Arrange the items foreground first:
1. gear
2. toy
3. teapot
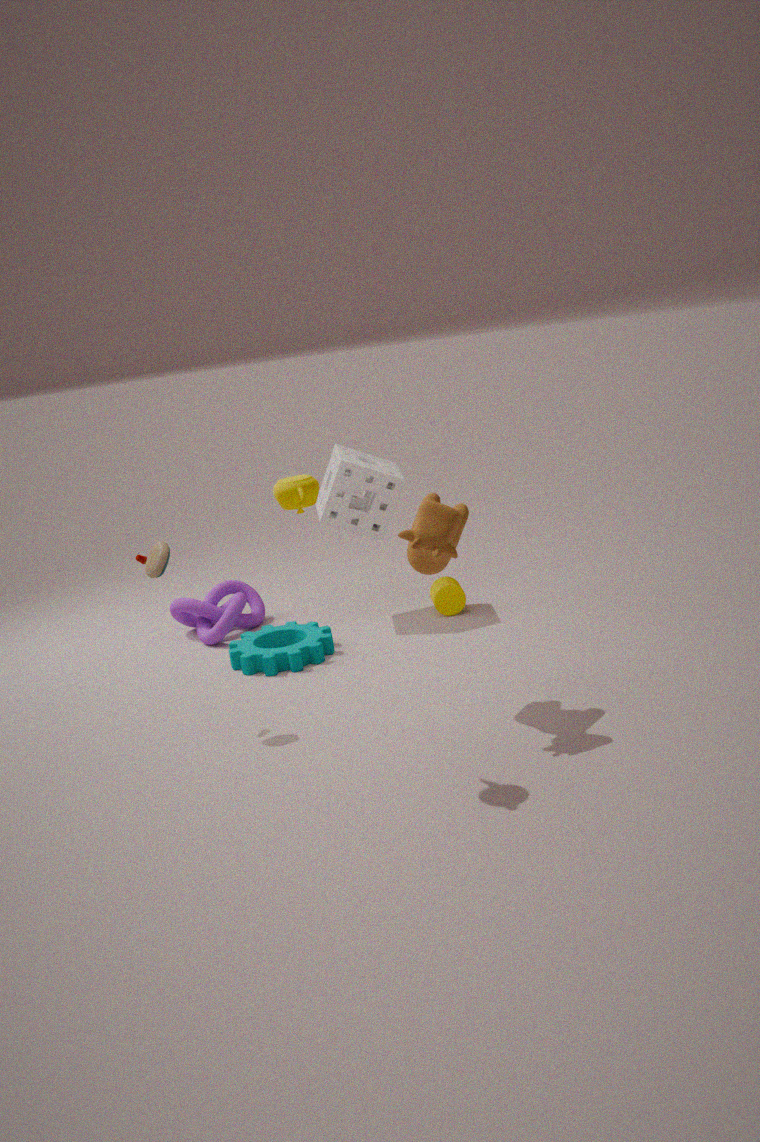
teapot, toy, gear
